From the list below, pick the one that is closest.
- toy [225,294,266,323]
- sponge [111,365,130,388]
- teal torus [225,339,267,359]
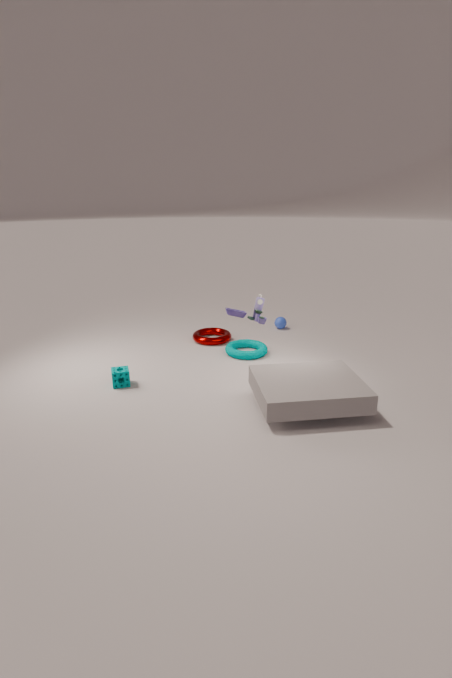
toy [225,294,266,323]
